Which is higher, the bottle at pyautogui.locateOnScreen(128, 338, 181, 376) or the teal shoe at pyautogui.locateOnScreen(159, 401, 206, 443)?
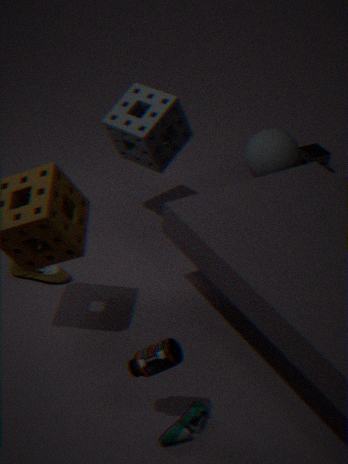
the bottle at pyautogui.locateOnScreen(128, 338, 181, 376)
